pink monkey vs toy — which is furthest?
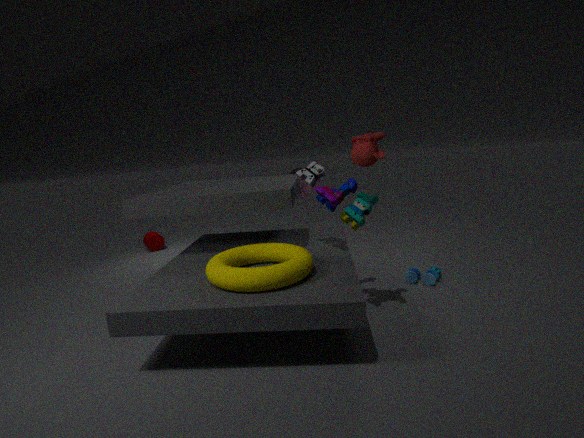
pink monkey
